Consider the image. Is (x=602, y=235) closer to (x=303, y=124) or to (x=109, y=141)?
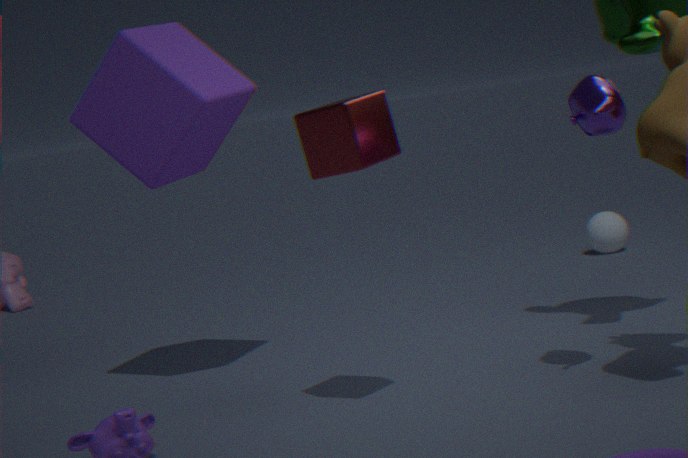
(x=109, y=141)
